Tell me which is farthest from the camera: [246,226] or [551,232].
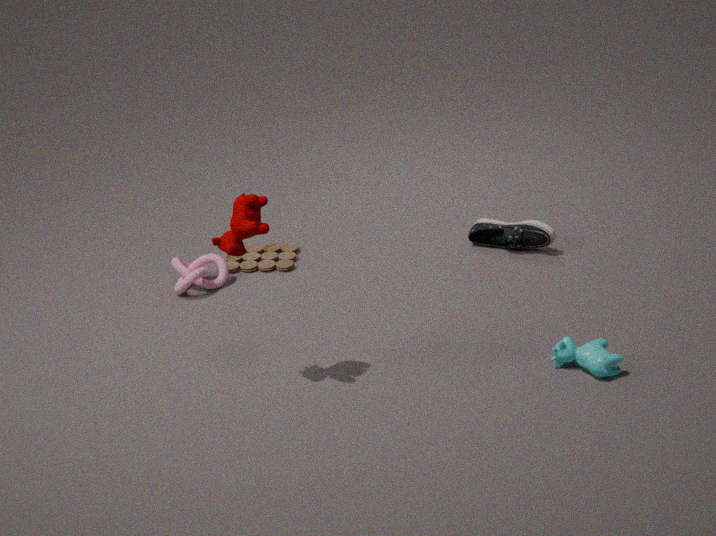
[551,232]
